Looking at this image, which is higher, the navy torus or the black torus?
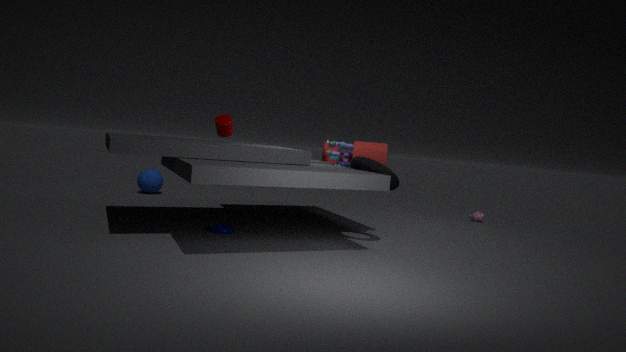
the black torus
